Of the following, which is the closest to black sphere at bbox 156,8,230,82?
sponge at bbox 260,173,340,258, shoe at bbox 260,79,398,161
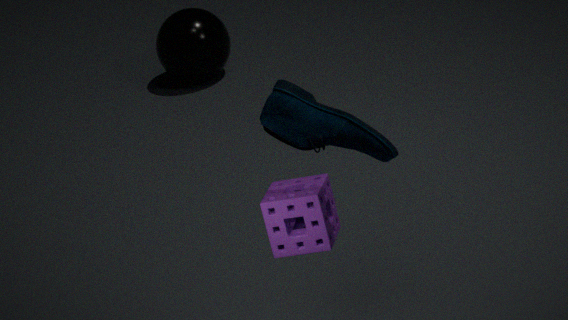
sponge at bbox 260,173,340,258
